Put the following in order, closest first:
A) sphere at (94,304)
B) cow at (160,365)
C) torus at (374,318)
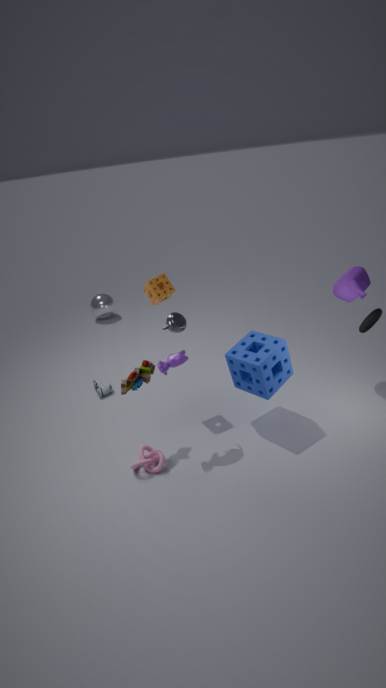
cow at (160,365) < torus at (374,318) < sphere at (94,304)
